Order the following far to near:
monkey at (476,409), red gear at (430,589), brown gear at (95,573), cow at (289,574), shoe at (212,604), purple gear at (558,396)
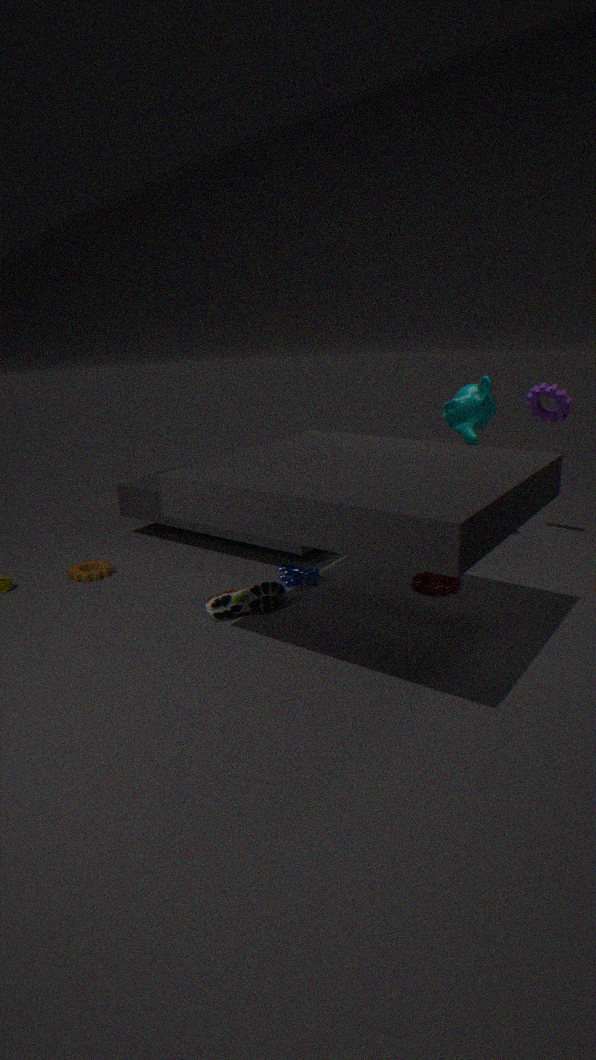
brown gear at (95,573), purple gear at (558,396), monkey at (476,409), cow at (289,574), red gear at (430,589), shoe at (212,604)
